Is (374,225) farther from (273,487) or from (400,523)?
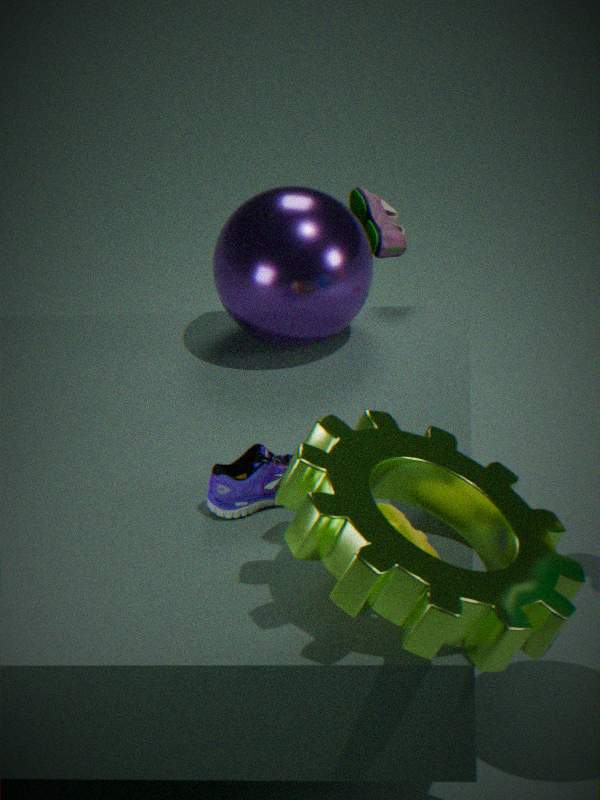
(400,523)
